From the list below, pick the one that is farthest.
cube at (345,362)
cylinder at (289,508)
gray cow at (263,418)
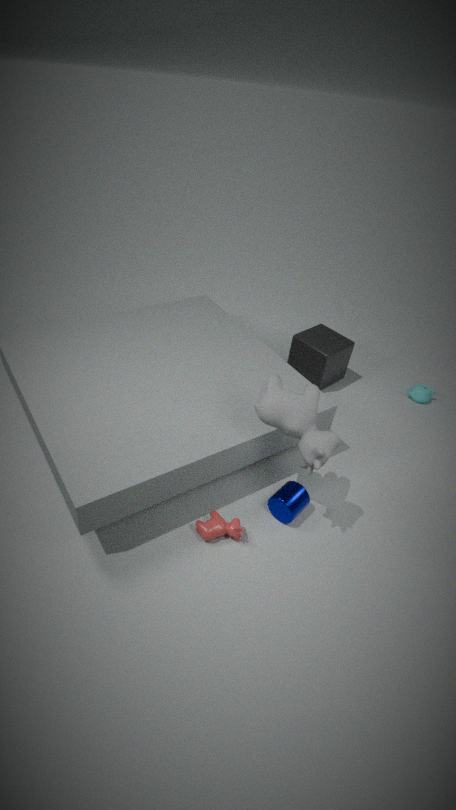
cube at (345,362)
